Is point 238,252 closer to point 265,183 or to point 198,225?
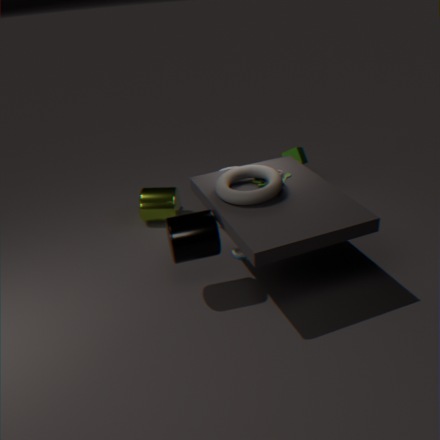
point 265,183
